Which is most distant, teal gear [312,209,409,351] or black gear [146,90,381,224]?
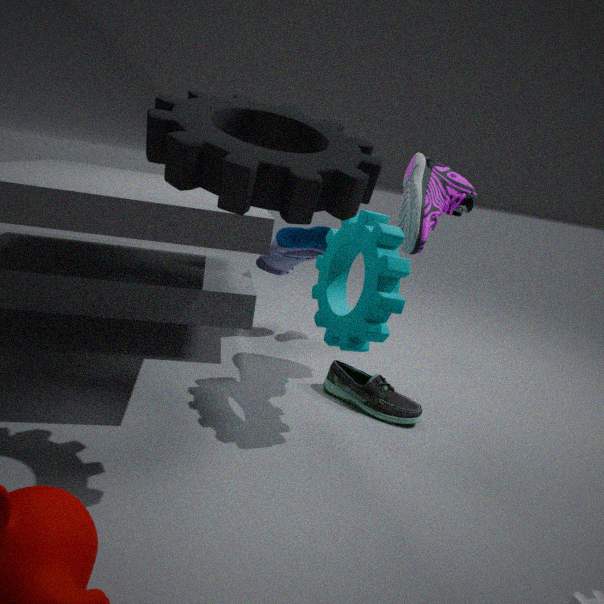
teal gear [312,209,409,351]
